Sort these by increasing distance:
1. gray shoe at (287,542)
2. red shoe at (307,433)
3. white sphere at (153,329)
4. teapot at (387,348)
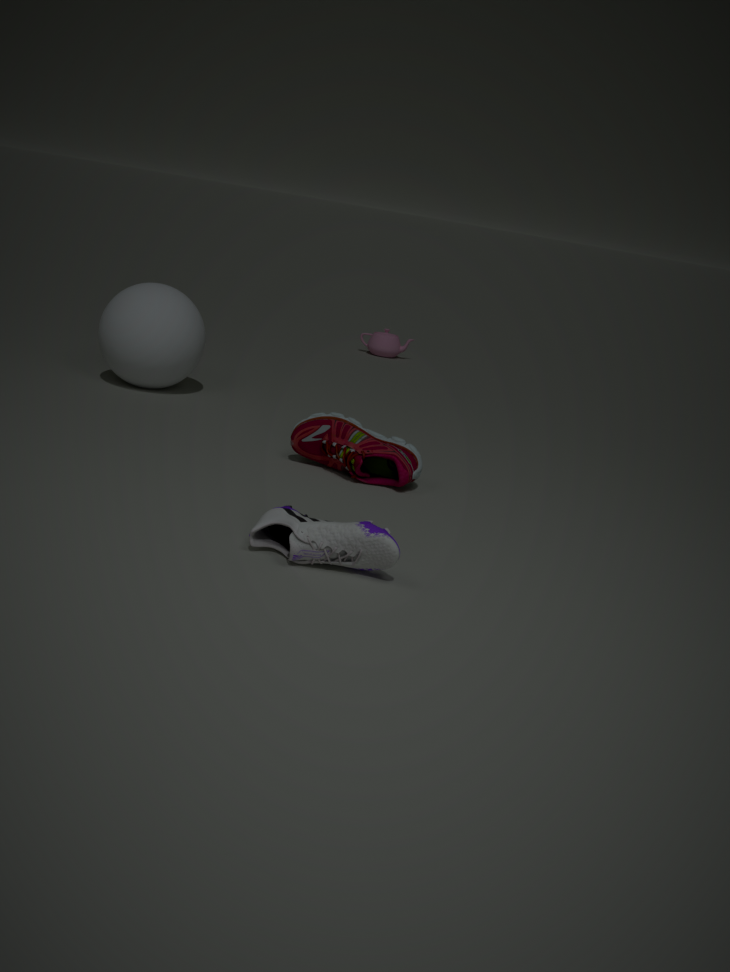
gray shoe at (287,542)
red shoe at (307,433)
white sphere at (153,329)
teapot at (387,348)
